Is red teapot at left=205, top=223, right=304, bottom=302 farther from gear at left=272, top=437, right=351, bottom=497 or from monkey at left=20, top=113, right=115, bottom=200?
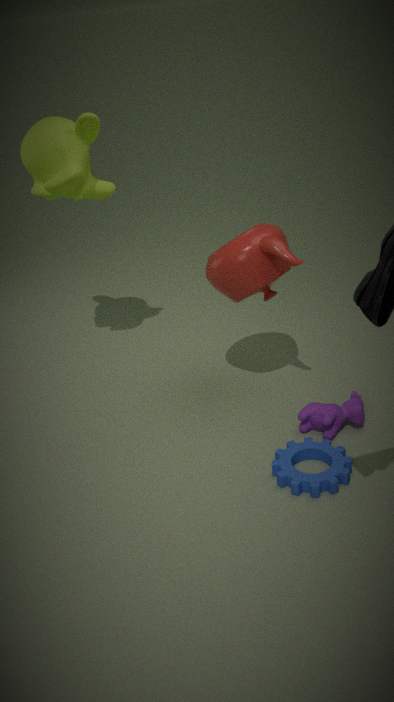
gear at left=272, top=437, right=351, bottom=497
